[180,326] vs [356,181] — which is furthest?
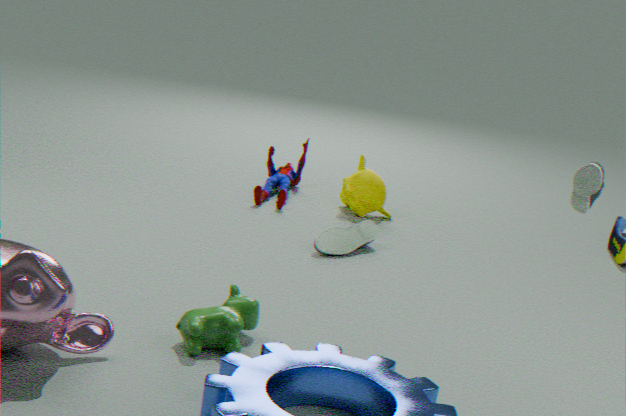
[356,181]
